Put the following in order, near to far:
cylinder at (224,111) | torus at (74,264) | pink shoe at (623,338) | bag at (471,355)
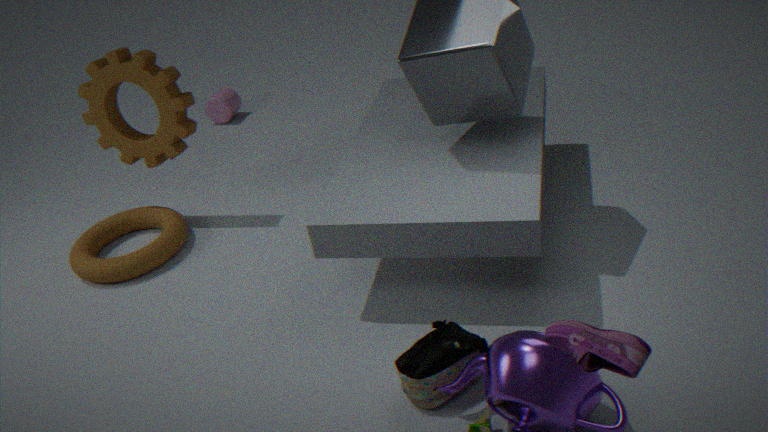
pink shoe at (623,338), bag at (471,355), torus at (74,264), cylinder at (224,111)
